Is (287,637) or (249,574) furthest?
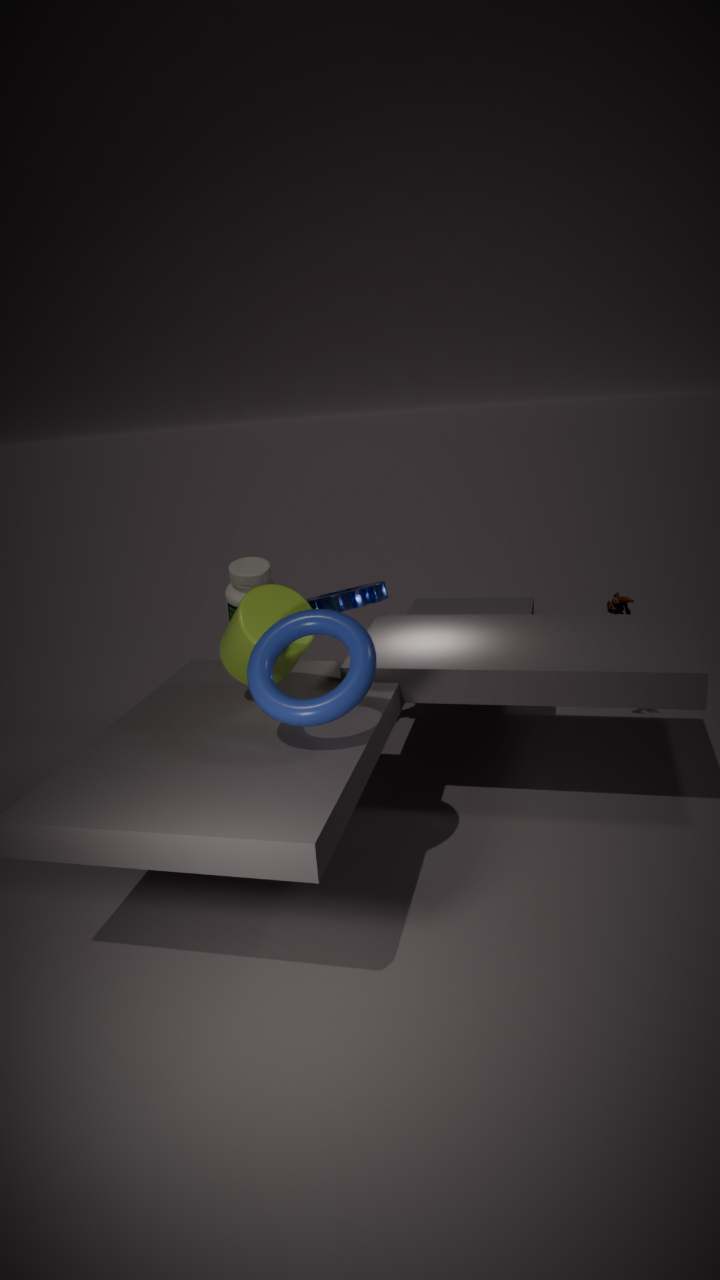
(249,574)
